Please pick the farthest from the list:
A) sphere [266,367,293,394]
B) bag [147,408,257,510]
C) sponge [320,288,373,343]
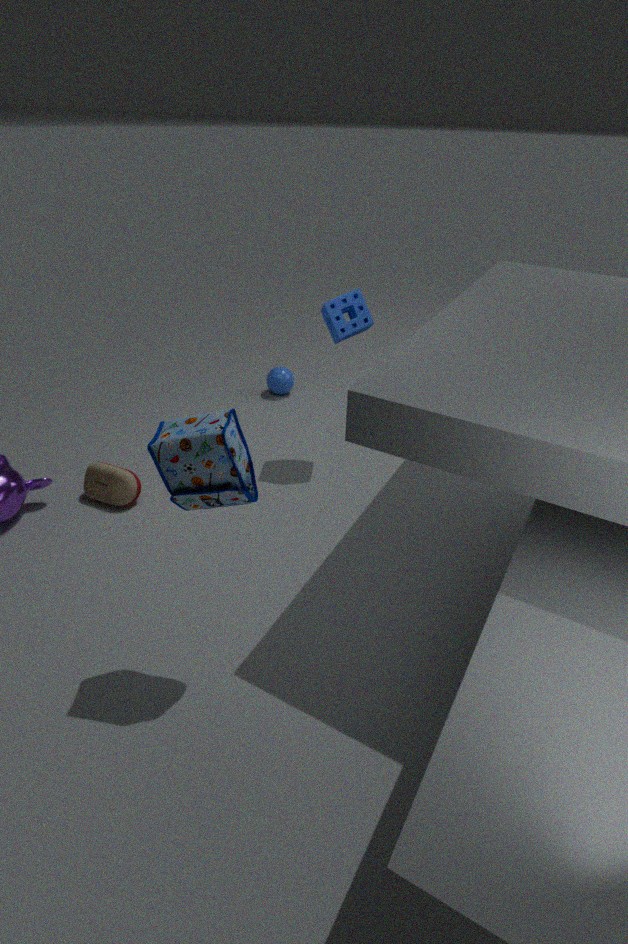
sphere [266,367,293,394]
